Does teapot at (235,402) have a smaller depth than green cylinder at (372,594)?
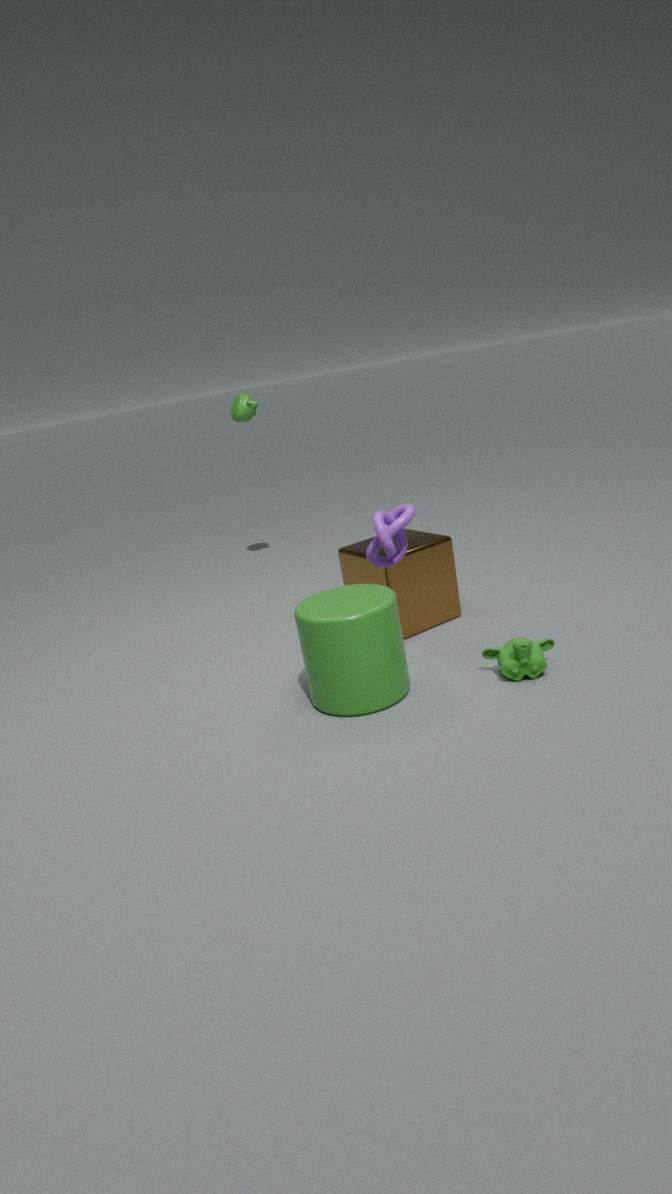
No
